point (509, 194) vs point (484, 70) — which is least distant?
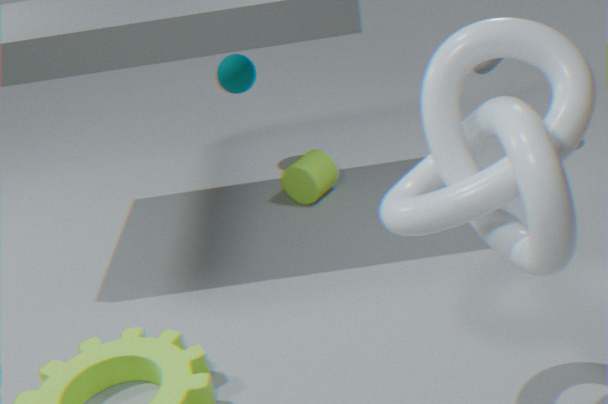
point (509, 194)
